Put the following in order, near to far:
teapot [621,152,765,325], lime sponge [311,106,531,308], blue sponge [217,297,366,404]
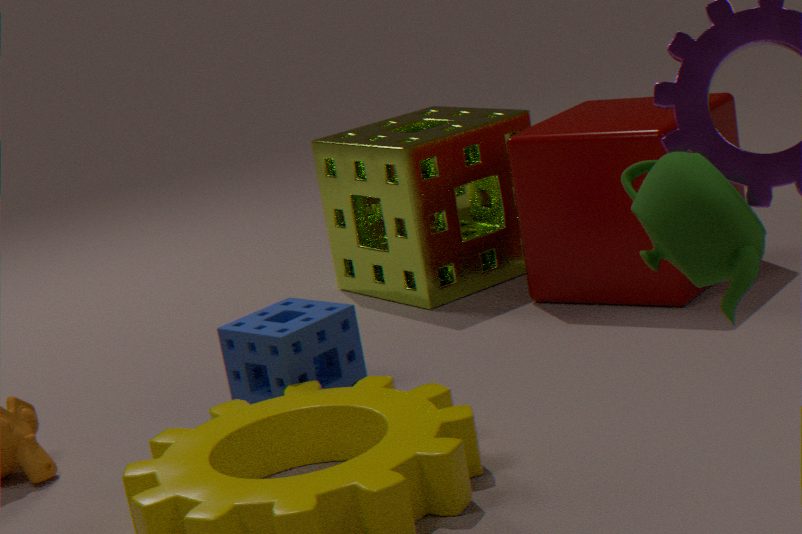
teapot [621,152,765,325], blue sponge [217,297,366,404], lime sponge [311,106,531,308]
